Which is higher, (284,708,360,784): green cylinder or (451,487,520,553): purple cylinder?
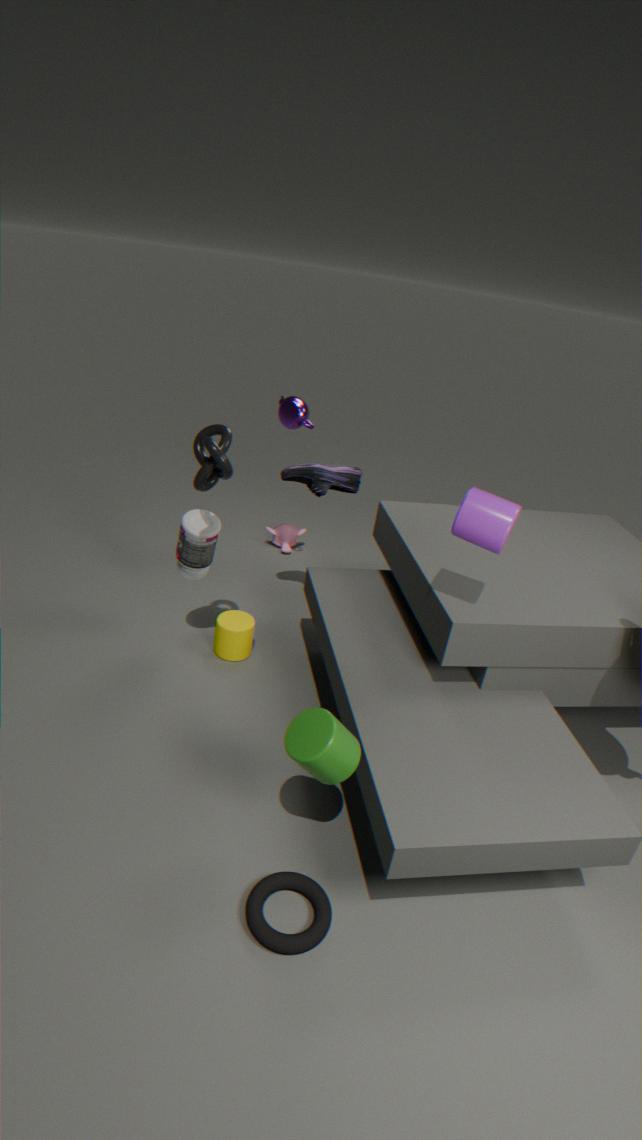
(451,487,520,553): purple cylinder
